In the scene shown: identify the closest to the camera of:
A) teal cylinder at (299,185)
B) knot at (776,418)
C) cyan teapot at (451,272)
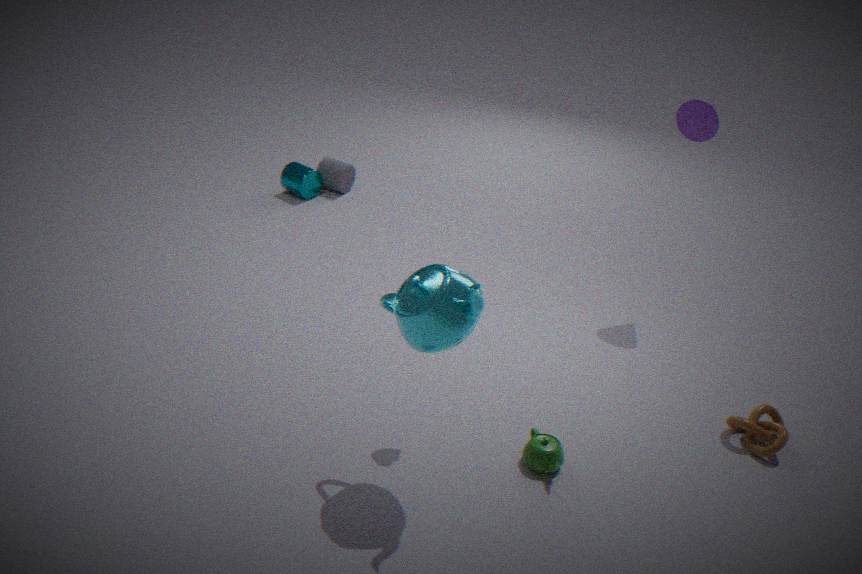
cyan teapot at (451,272)
